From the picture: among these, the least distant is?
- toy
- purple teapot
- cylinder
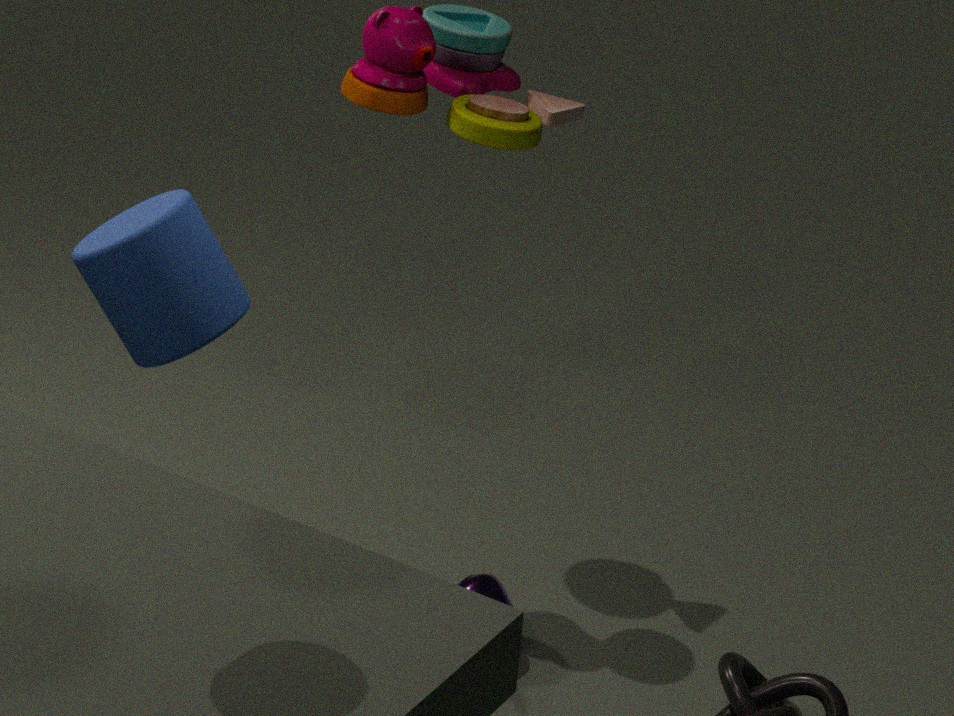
cylinder
